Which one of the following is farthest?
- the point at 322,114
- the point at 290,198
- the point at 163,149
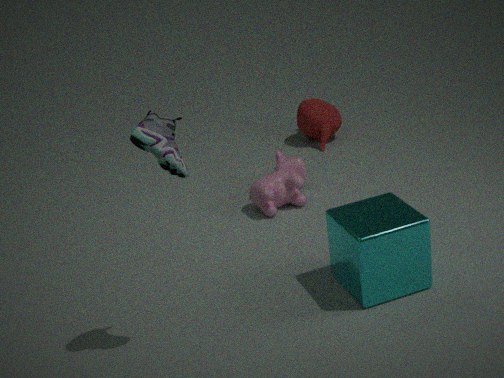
the point at 322,114
